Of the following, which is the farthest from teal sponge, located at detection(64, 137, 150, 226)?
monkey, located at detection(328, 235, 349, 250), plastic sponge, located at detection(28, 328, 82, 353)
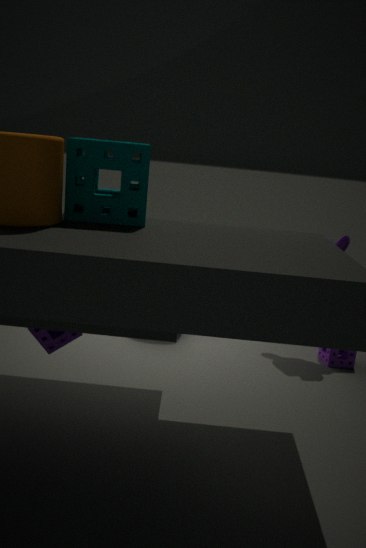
monkey, located at detection(328, 235, 349, 250)
